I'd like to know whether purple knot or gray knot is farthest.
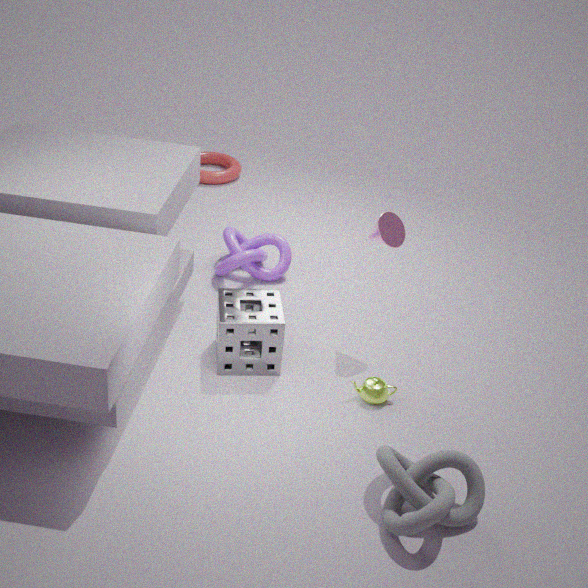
purple knot
